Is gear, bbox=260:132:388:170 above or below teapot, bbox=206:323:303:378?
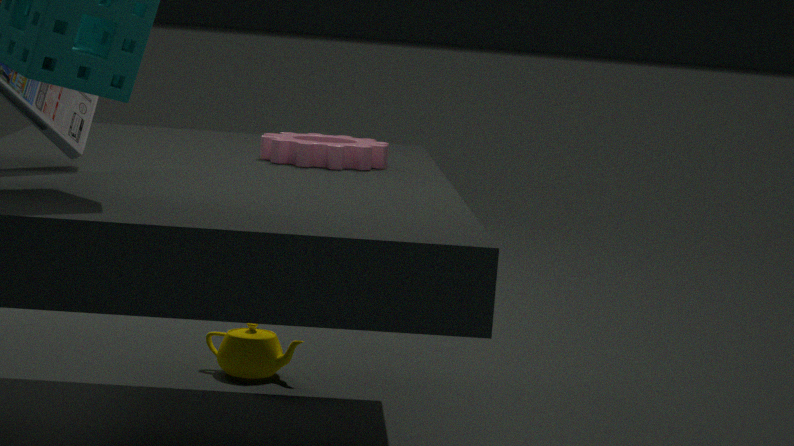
above
